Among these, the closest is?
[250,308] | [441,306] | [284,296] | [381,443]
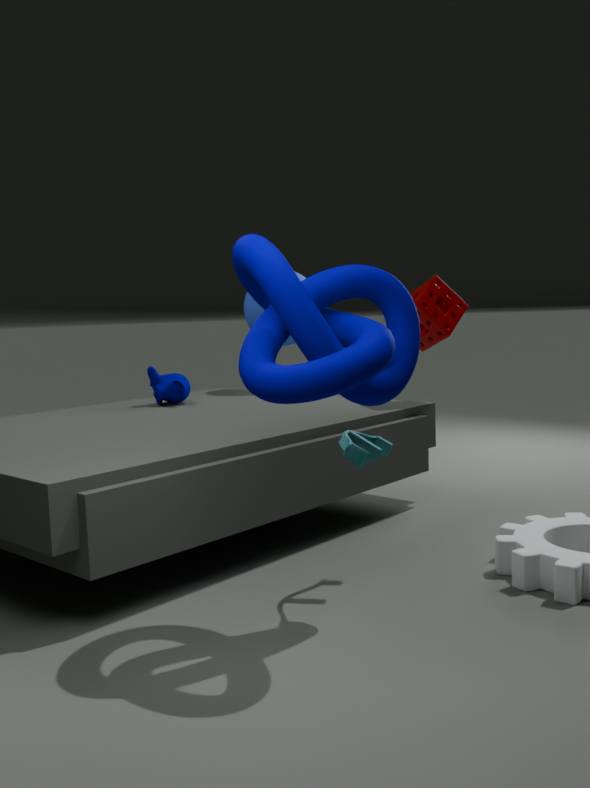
[284,296]
